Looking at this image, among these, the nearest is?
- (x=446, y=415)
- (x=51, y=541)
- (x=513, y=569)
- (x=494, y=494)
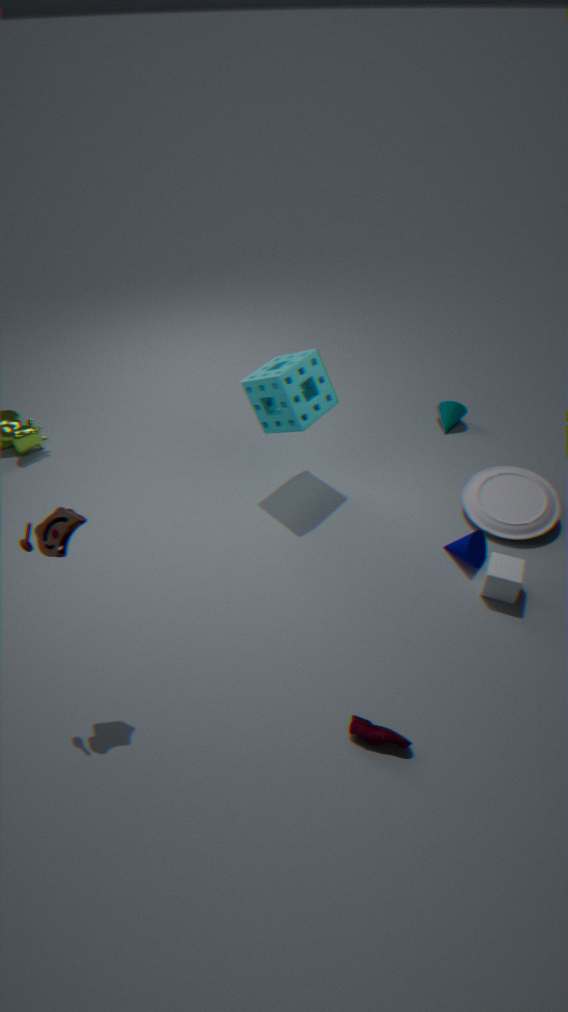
(x=51, y=541)
